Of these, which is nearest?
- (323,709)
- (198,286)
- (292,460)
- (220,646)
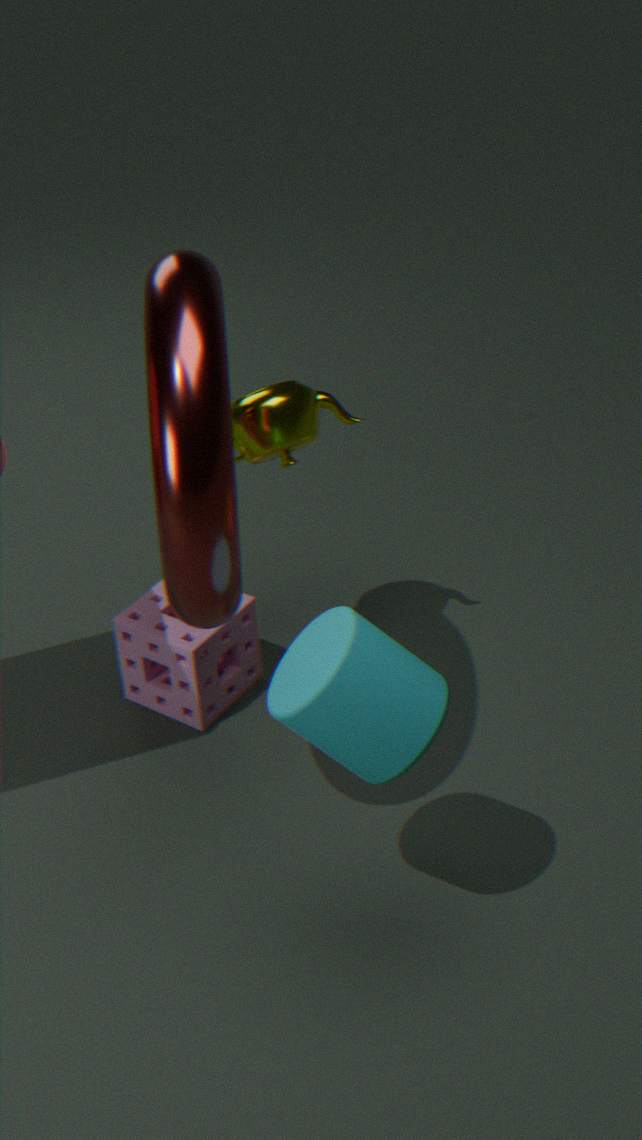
(323,709)
